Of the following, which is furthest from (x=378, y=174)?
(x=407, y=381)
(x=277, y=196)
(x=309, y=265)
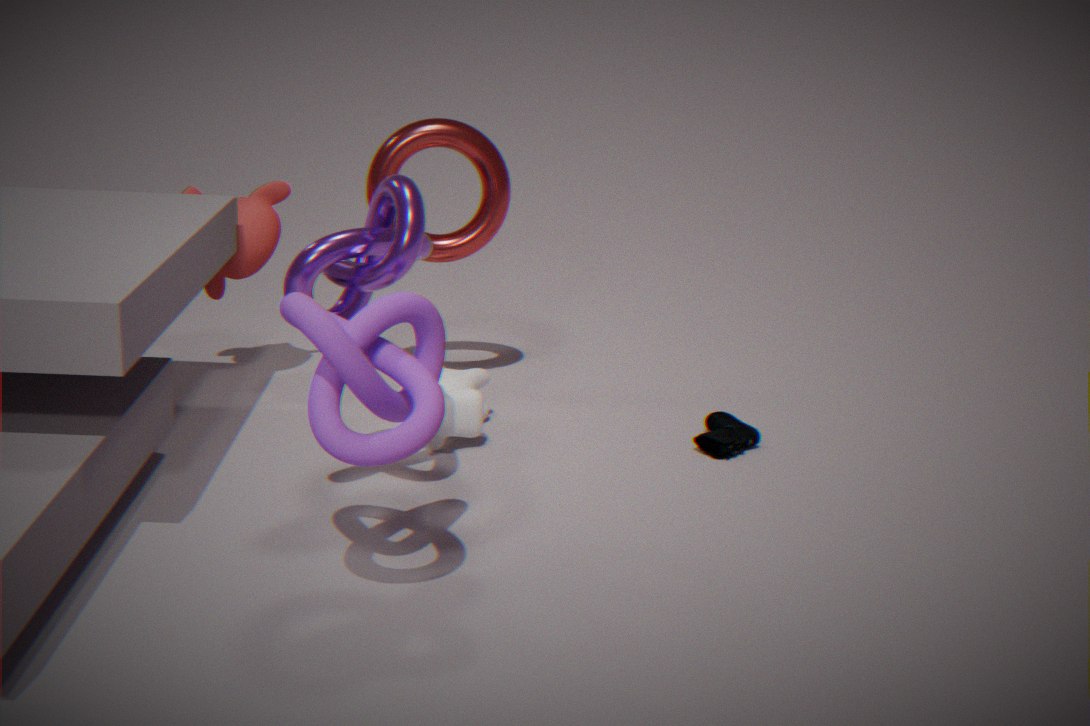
(x=407, y=381)
